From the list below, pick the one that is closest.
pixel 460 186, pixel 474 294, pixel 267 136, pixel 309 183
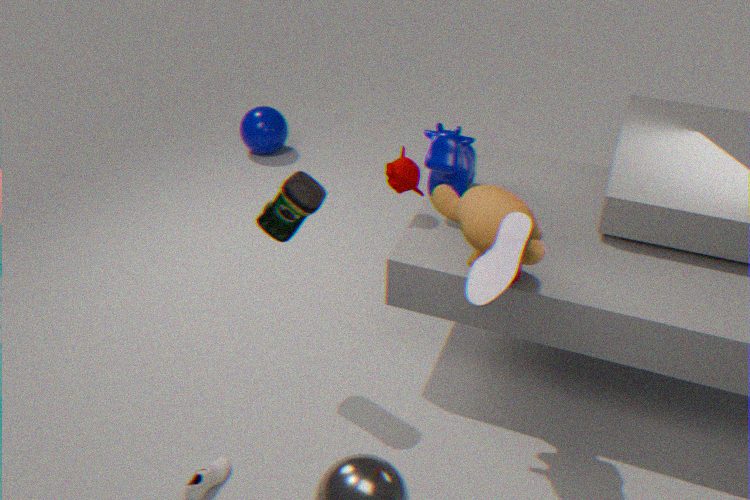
pixel 474 294
